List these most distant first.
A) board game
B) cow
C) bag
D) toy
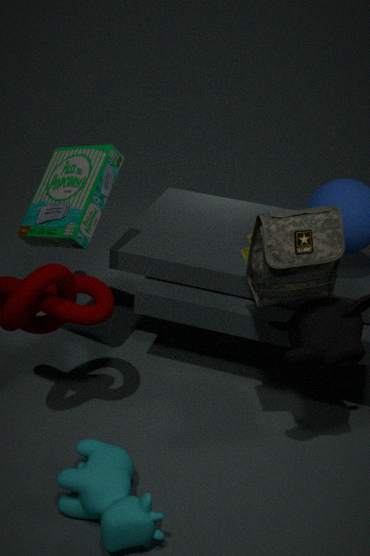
1. board game
2. toy
3. bag
4. cow
